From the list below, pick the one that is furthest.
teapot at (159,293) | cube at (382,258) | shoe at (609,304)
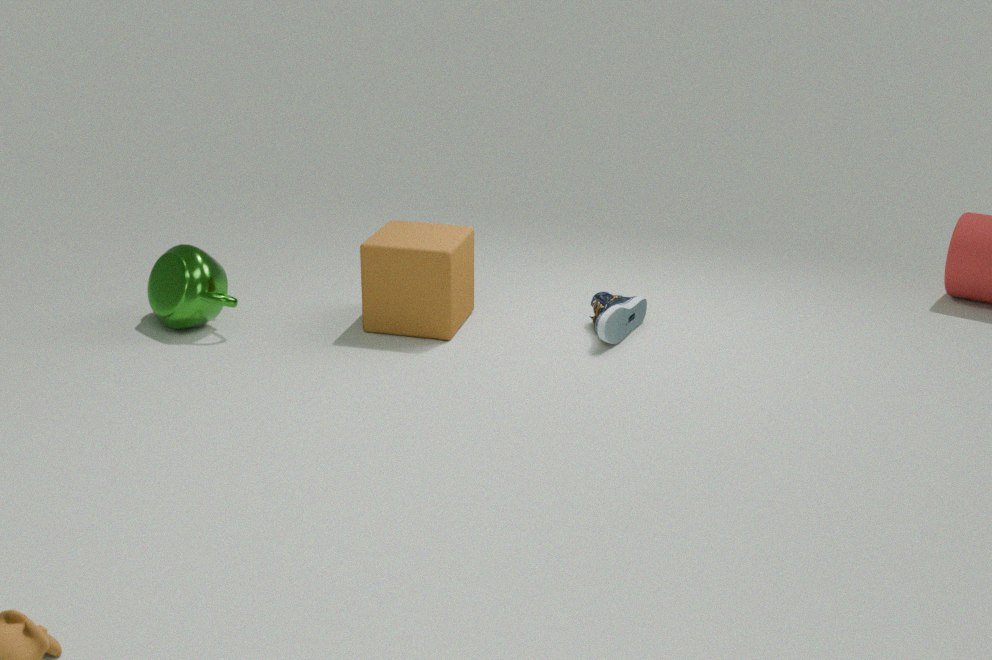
teapot at (159,293)
